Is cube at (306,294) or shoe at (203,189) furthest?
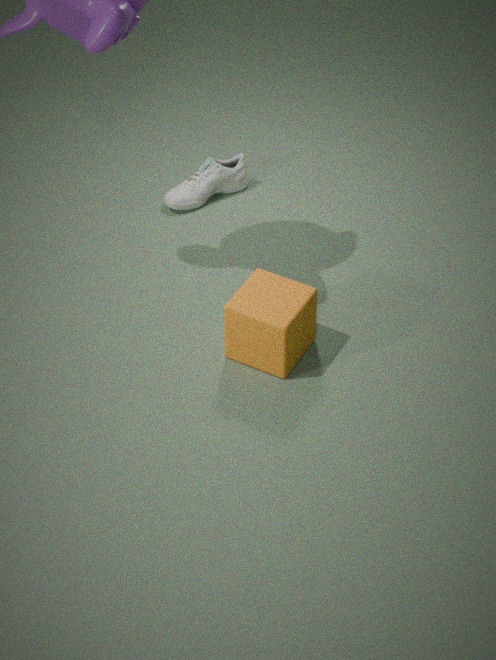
shoe at (203,189)
